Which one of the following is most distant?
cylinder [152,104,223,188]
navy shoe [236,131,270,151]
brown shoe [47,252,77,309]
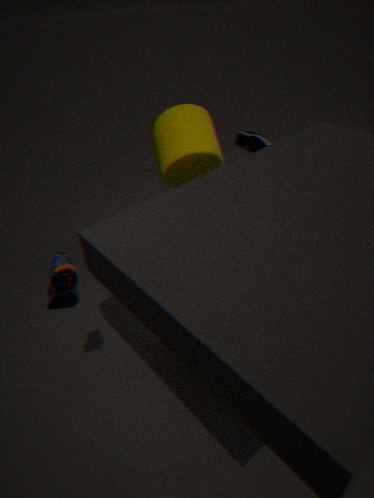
navy shoe [236,131,270,151]
